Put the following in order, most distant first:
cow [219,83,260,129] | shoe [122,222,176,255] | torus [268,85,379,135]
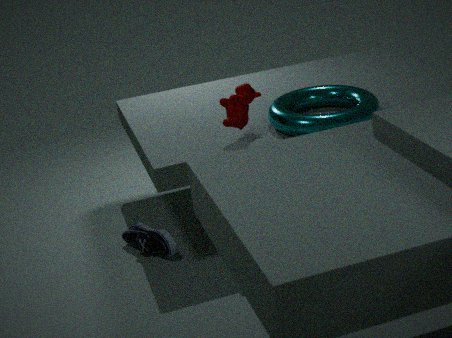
shoe [122,222,176,255]
cow [219,83,260,129]
torus [268,85,379,135]
